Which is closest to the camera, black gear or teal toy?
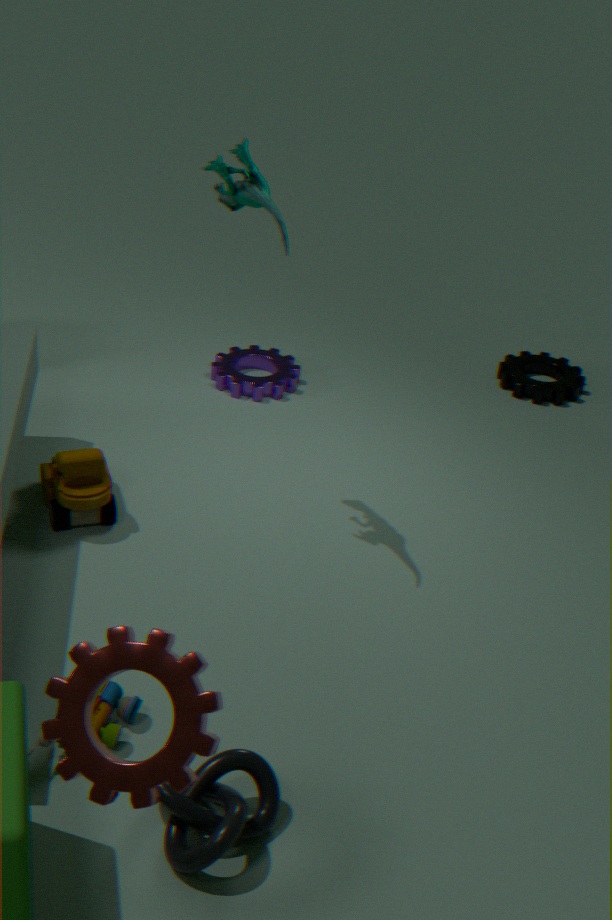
teal toy
